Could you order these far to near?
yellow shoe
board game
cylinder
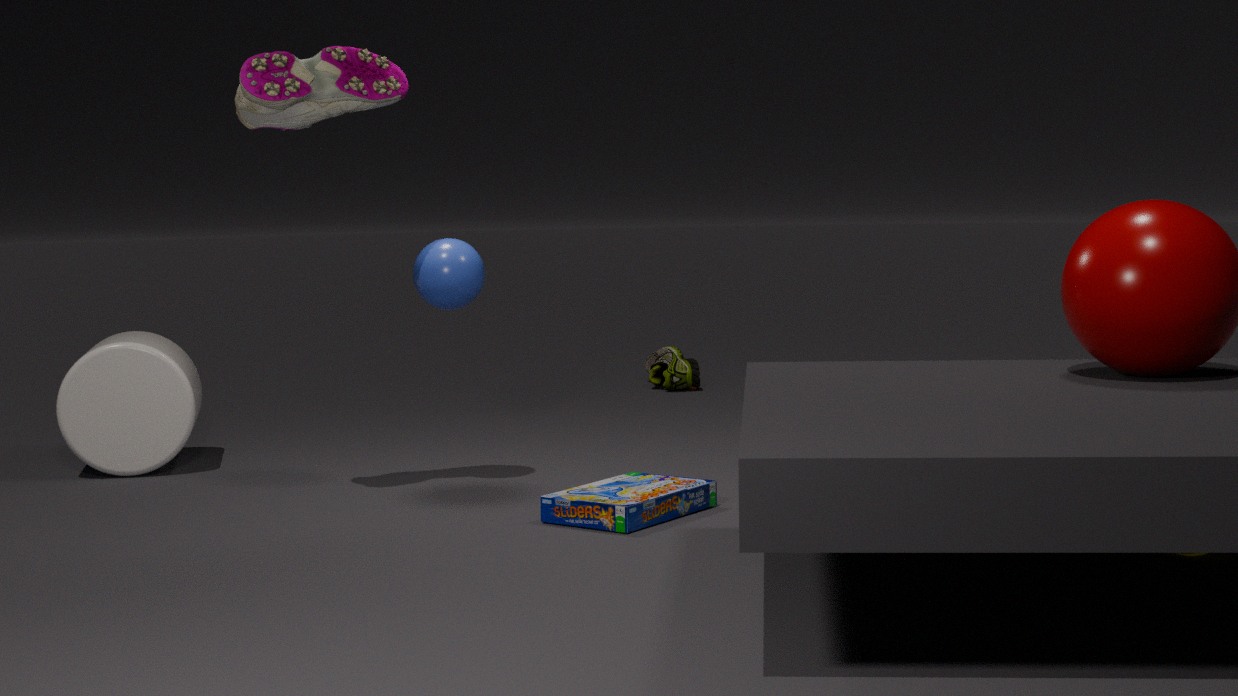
yellow shoe, cylinder, board game
